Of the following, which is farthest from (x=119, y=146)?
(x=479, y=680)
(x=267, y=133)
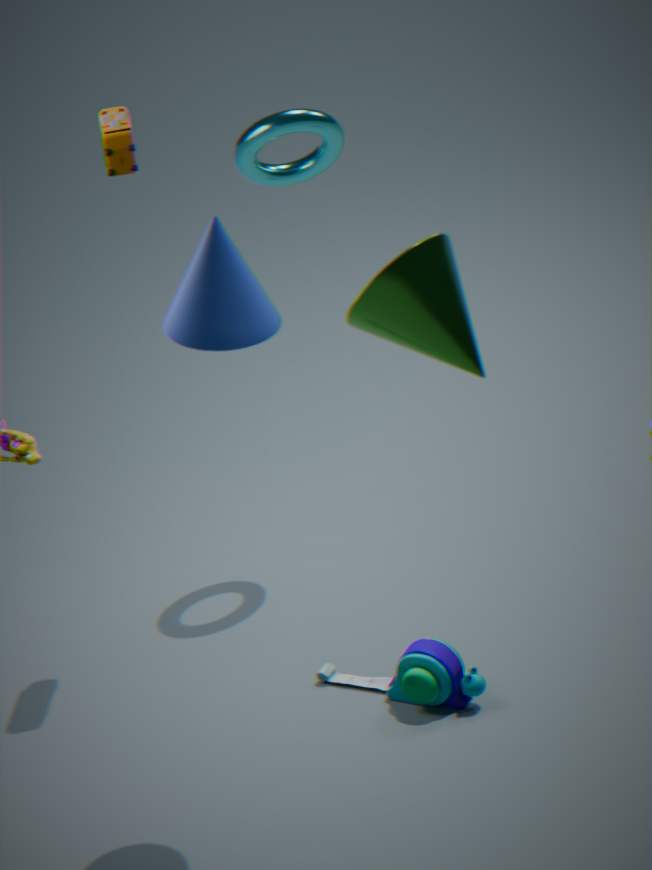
(x=479, y=680)
